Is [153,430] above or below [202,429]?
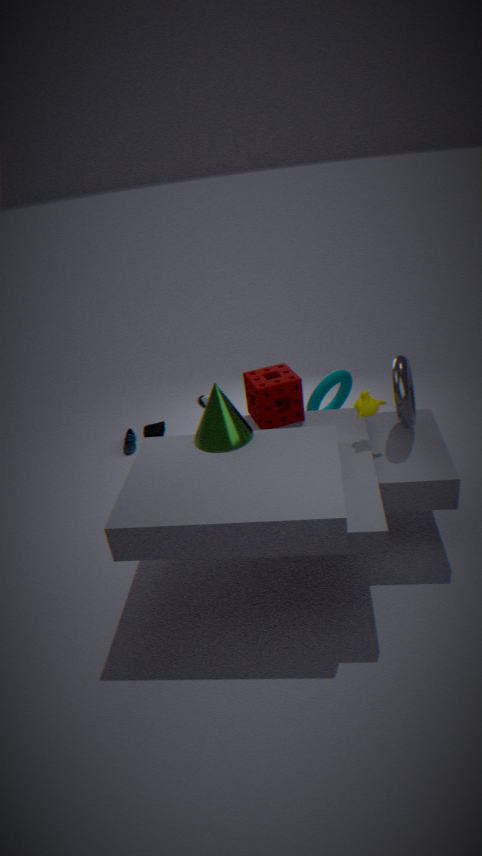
below
